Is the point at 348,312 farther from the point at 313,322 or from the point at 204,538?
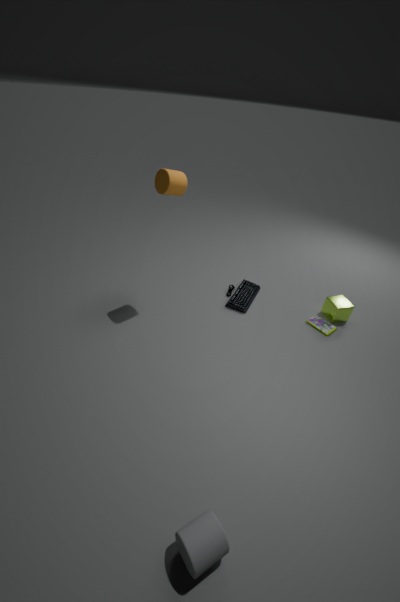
the point at 204,538
